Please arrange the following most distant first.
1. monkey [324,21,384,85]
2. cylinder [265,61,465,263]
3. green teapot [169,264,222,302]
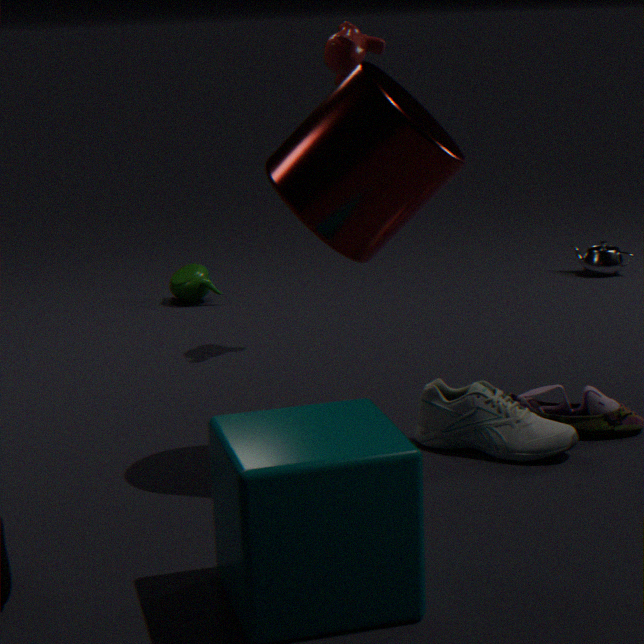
green teapot [169,264,222,302], monkey [324,21,384,85], cylinder [265,61,465,263]
